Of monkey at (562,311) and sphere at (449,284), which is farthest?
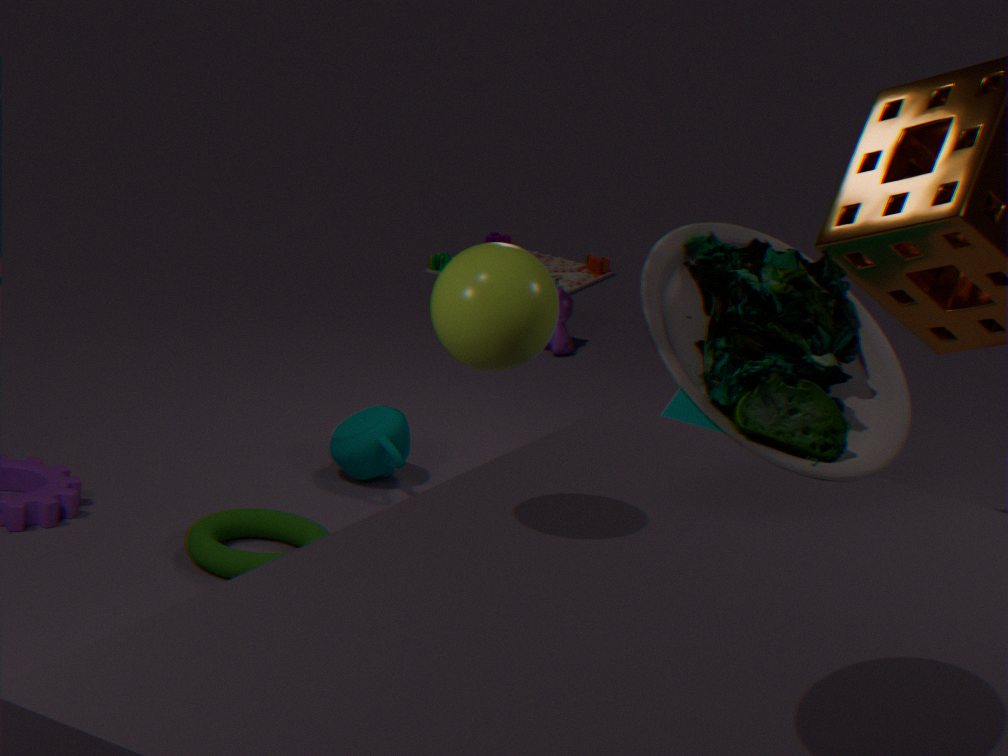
monkey at (562,311)
